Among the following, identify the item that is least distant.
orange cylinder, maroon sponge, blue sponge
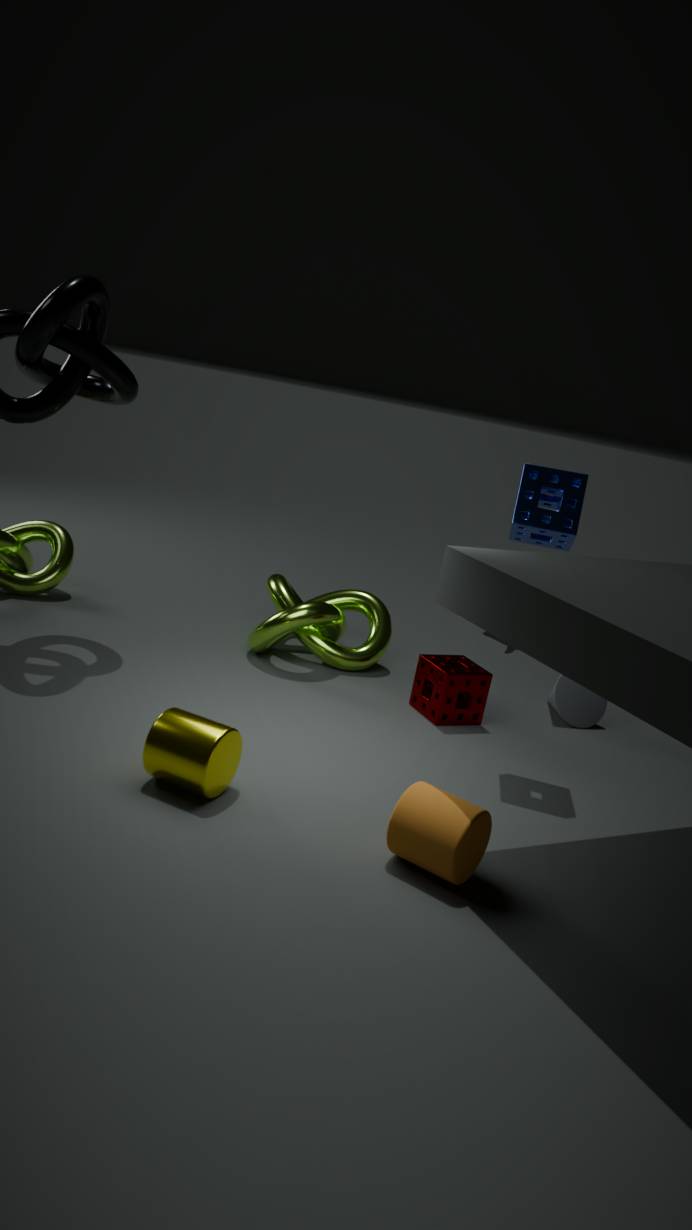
orange cylinder
